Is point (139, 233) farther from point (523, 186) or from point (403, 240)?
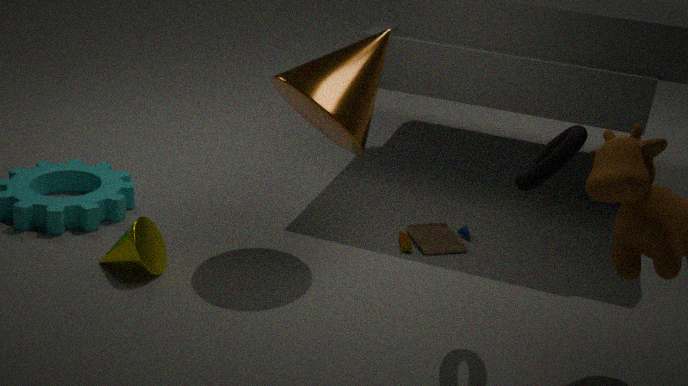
point (523, 186)
